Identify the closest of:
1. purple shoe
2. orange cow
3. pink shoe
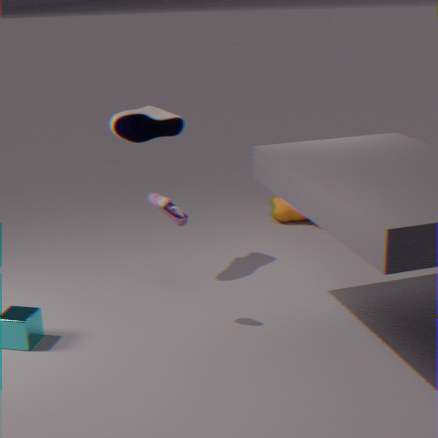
pink shoe
